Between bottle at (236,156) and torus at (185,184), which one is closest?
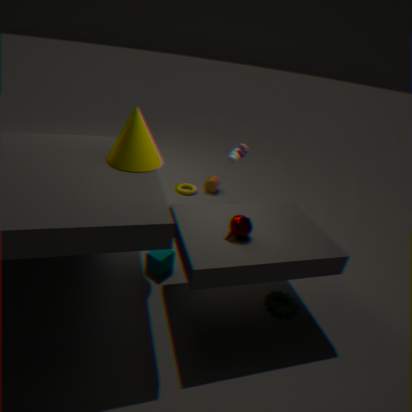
bottle at (236,156)
